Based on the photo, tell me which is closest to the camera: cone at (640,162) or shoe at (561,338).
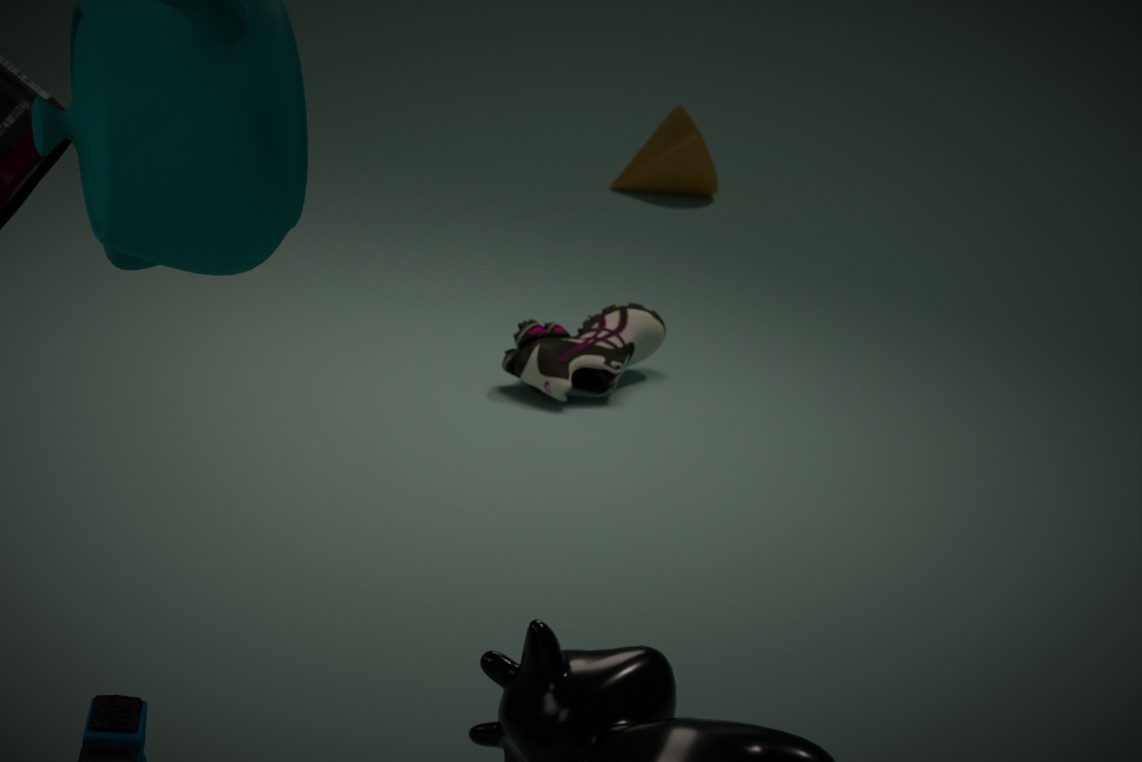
shoe at (561,338)
